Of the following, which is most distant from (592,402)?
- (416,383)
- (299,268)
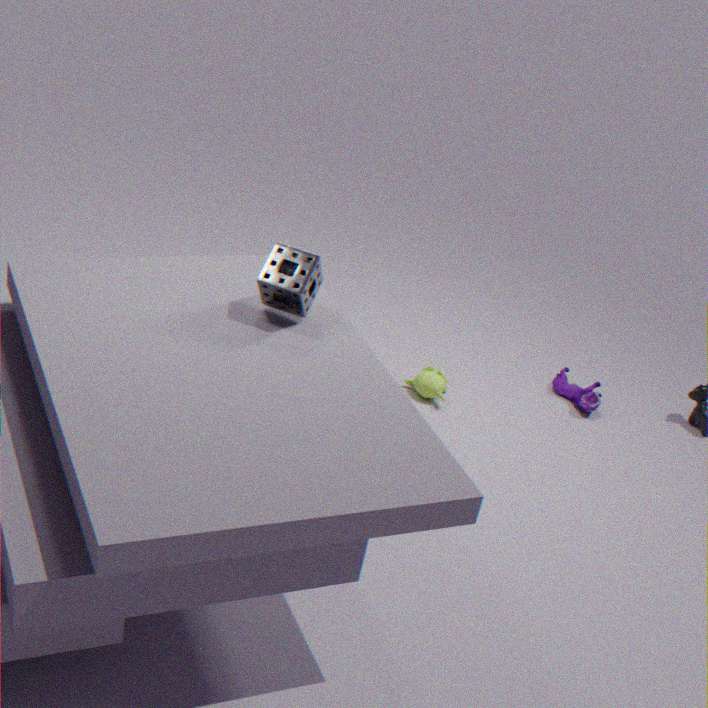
(299,268)
